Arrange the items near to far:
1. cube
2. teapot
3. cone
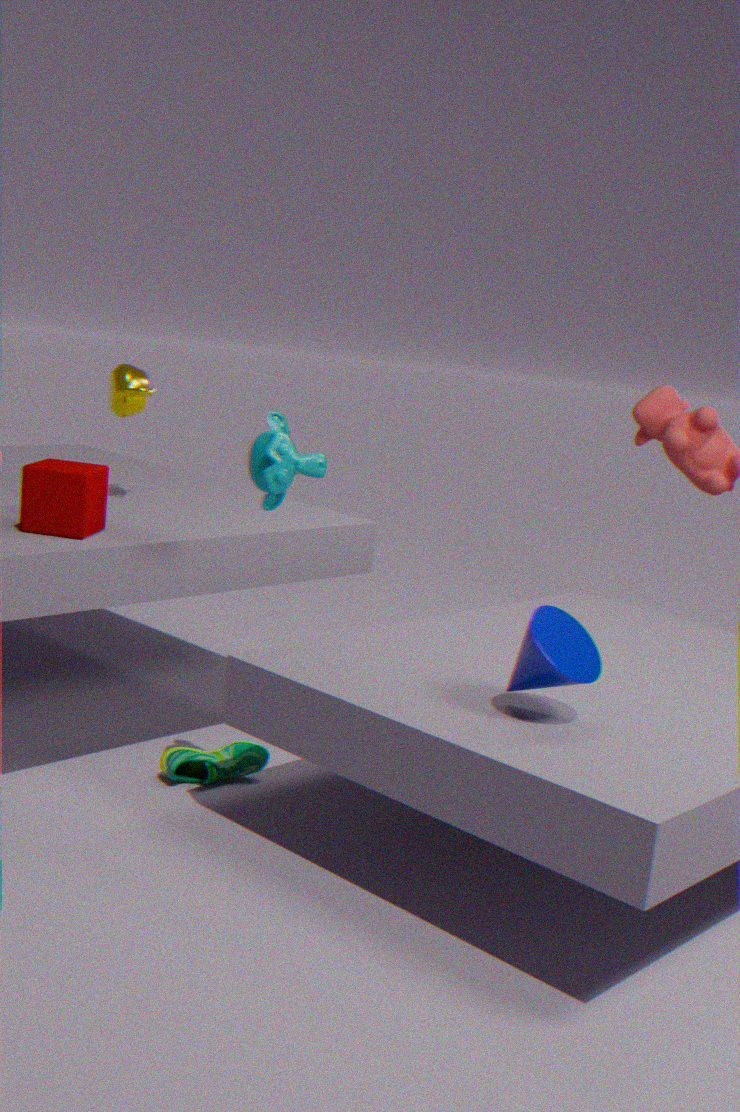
cone → cube → teapot
